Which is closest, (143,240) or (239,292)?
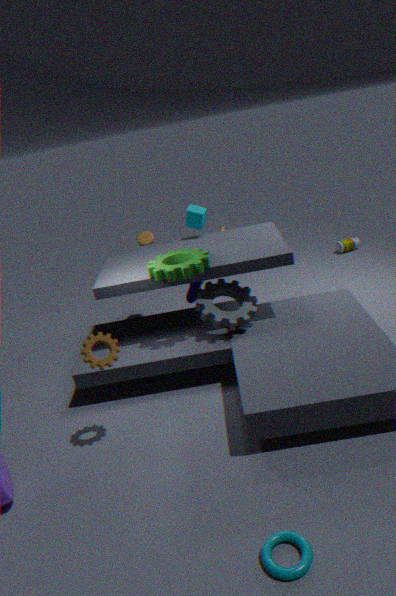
(239,292)
